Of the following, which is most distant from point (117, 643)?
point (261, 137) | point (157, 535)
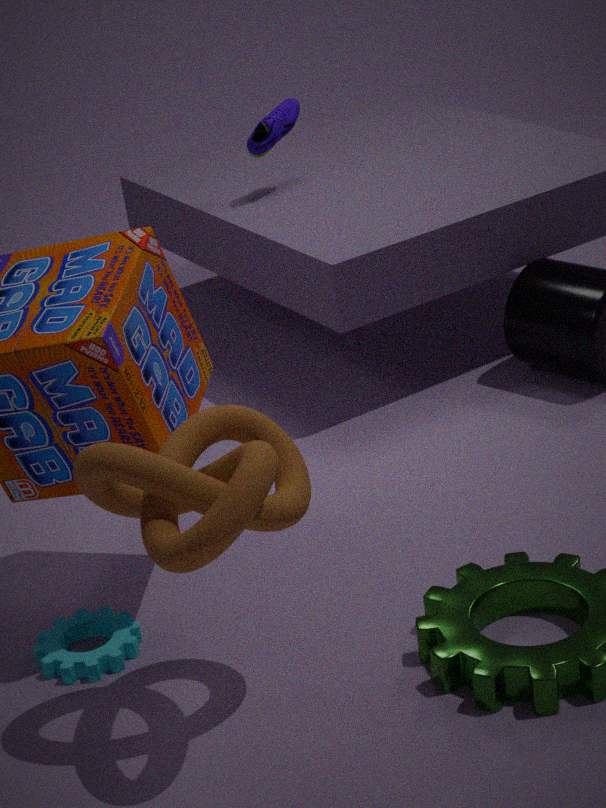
point (261, 137)
